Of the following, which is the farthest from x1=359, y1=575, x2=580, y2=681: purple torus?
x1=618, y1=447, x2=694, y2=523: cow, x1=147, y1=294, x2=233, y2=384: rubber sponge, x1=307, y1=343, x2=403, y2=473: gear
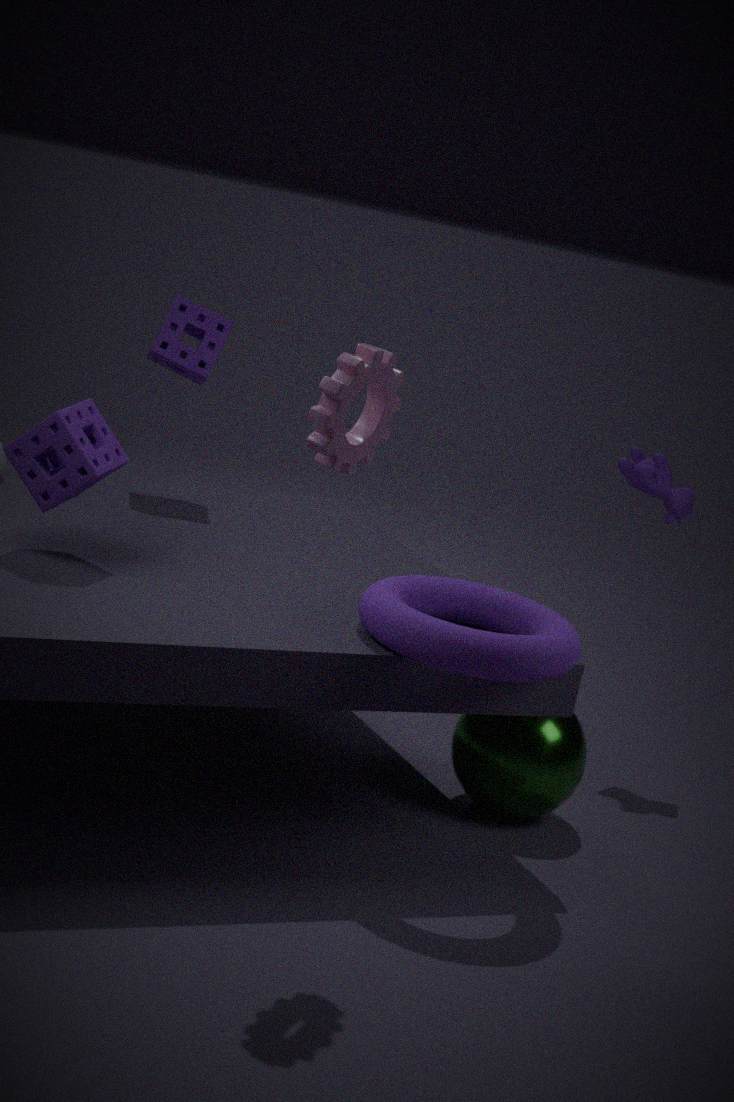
x1=147, y1=294, x2=233, y2=384: rubber sponge
